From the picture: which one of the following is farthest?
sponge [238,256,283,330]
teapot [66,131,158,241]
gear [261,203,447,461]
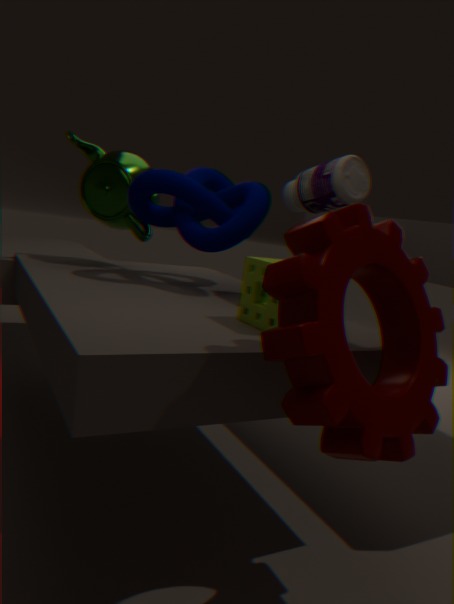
teapot [66,131,158,241]
